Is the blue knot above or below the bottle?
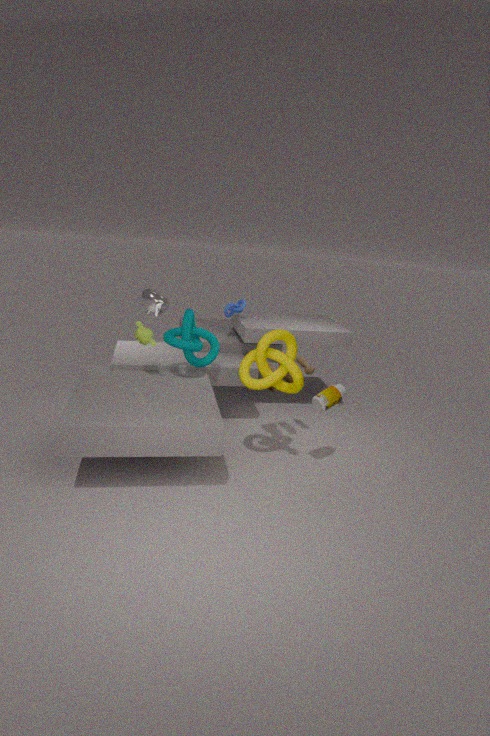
above
